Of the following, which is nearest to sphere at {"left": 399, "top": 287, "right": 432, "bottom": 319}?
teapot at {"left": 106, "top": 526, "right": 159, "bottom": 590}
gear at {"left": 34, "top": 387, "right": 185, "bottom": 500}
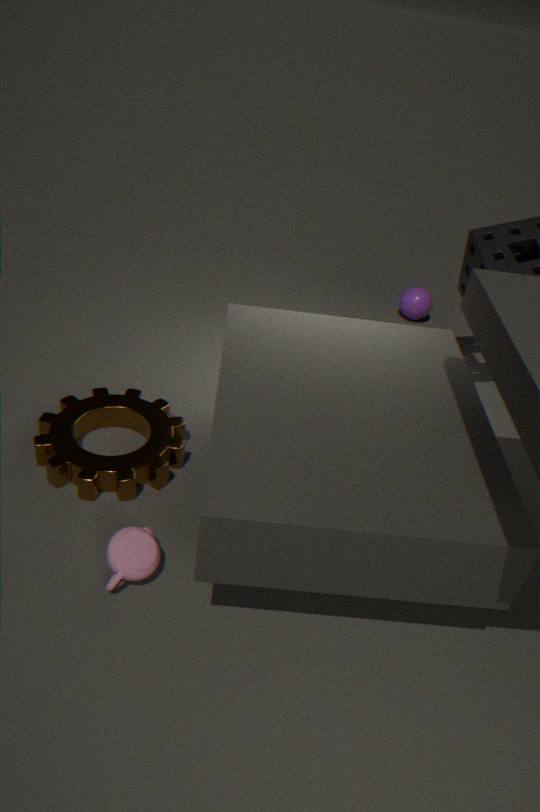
gear at {"left": 34, "top": 387, "right": 185, "bottom": 500}
